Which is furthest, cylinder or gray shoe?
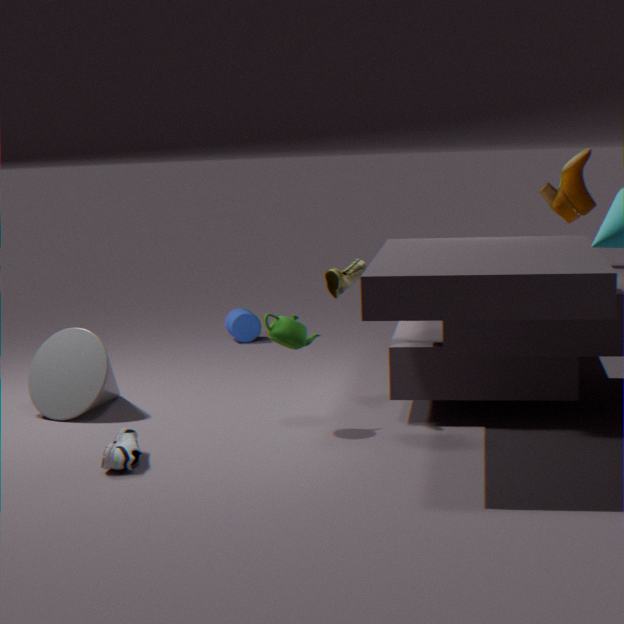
cylinder
